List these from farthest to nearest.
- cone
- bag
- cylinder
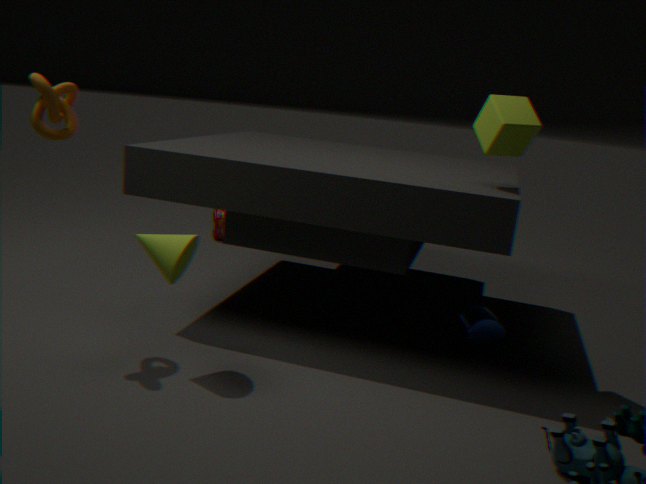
bag < cylinder < cone
